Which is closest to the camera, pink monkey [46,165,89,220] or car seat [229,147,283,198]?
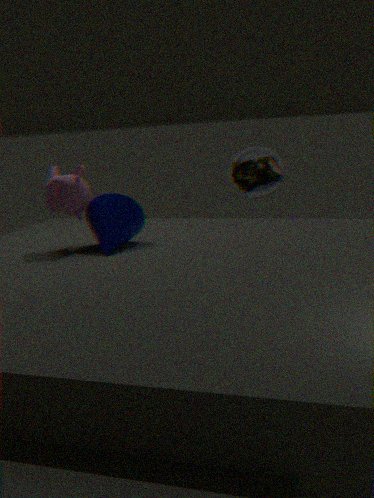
pink monkey [46,165,89,220]
